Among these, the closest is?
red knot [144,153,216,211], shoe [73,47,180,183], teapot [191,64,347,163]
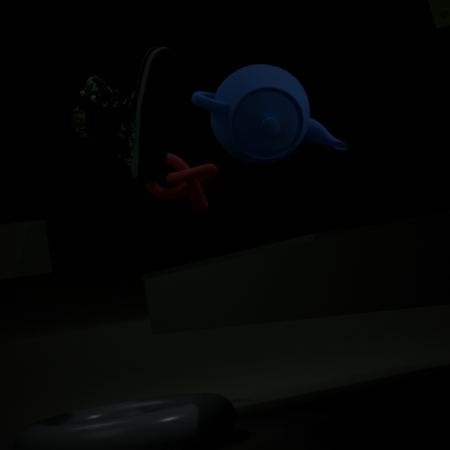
shoe [73,47,180,183]
